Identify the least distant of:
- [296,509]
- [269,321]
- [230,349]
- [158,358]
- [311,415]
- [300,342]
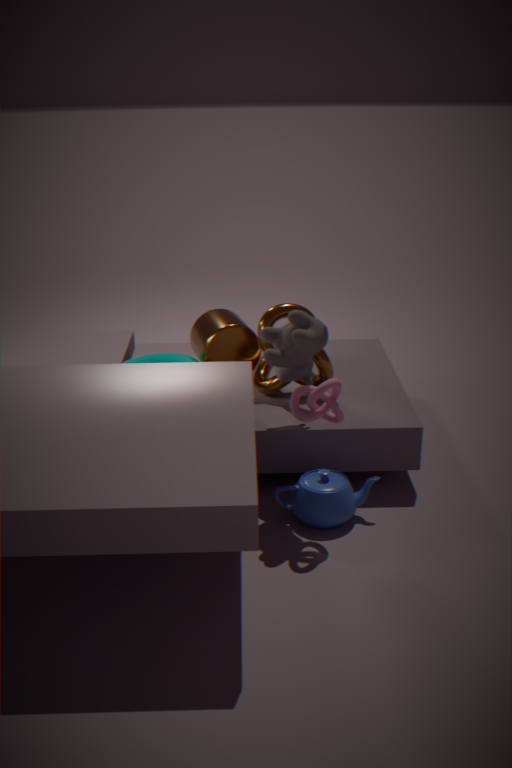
[300,342]
